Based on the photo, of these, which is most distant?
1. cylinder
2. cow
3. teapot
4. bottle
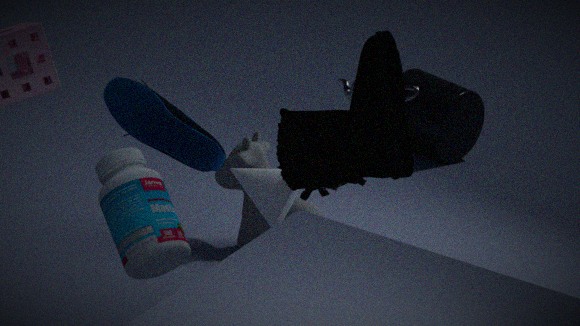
cylinder
